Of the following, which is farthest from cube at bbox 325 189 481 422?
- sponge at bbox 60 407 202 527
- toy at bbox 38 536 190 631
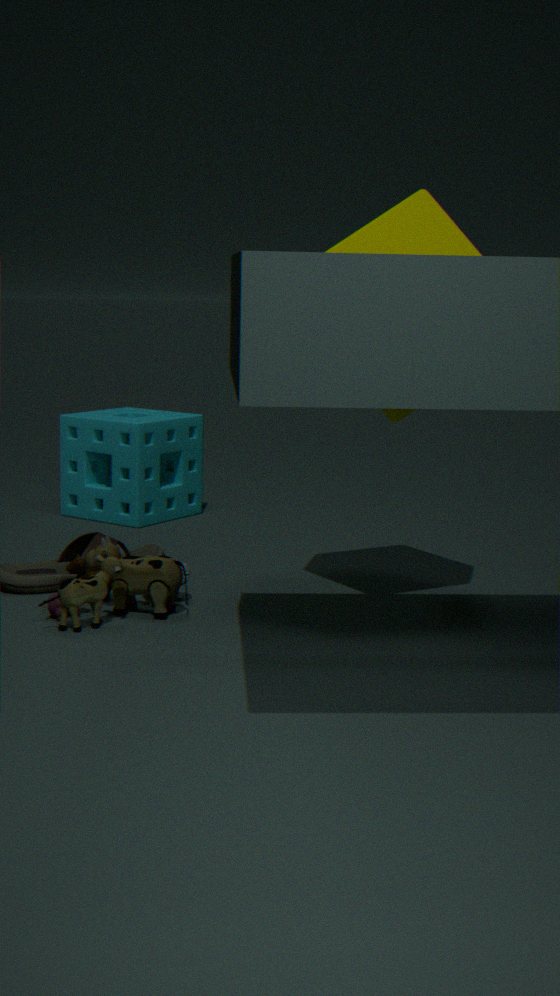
sponge at bbox 60 407 202 527
